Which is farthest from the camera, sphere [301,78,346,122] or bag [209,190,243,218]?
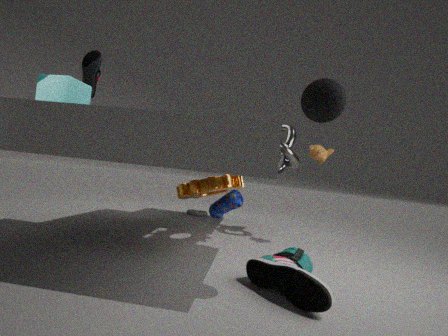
bag [209,190,243,218]
